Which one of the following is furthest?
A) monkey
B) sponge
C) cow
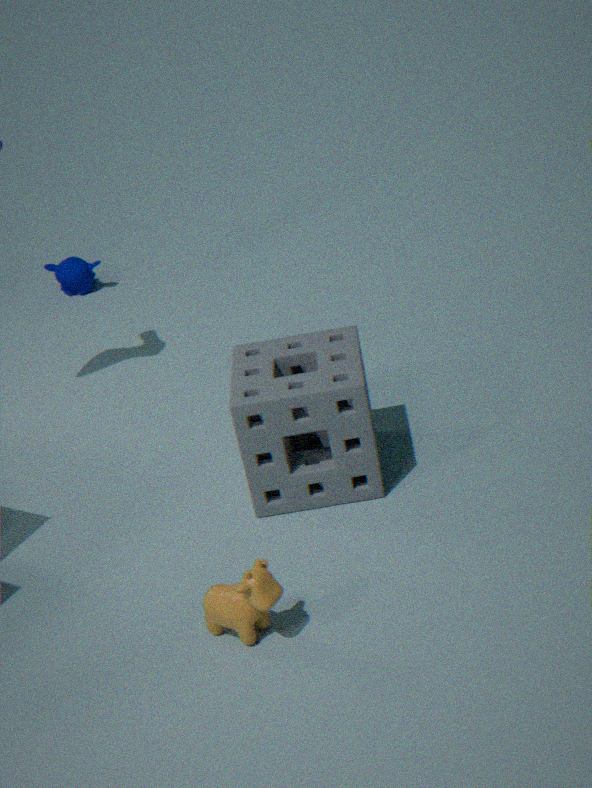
A. monkey
